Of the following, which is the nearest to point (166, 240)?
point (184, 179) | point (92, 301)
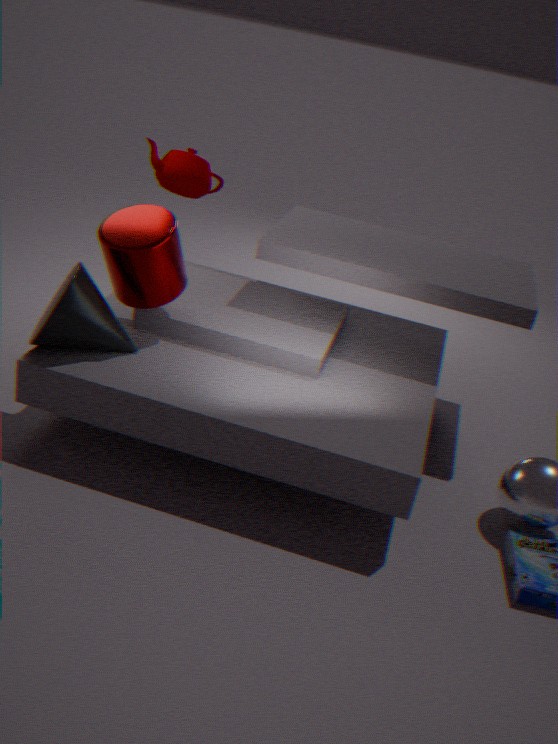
point (92, 301)
